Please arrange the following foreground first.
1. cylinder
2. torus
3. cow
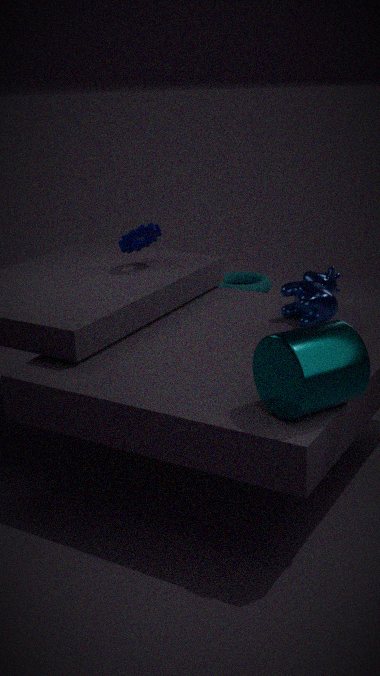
cylinder, cow, torus
